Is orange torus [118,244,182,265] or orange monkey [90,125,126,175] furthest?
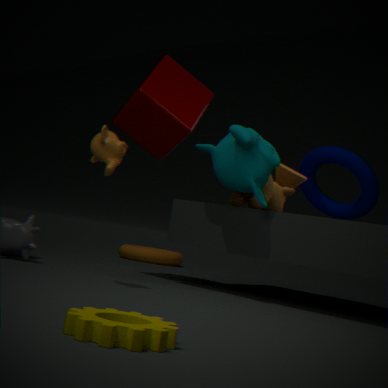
orange torus [118,244,182,265]
